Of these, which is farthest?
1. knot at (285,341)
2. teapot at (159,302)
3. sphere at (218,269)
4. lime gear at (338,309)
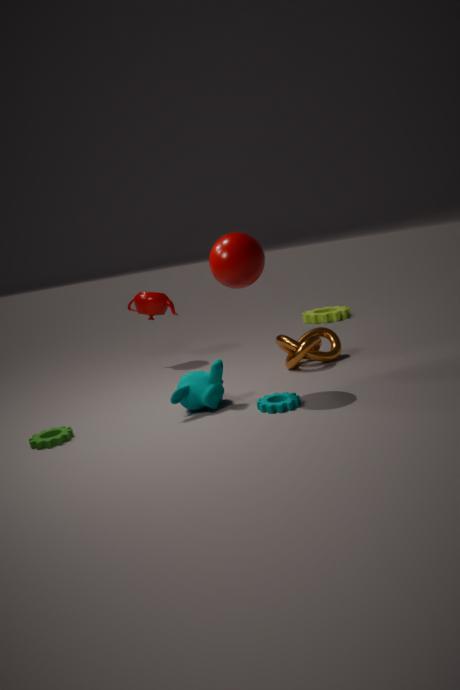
lime gear at (338,309)
